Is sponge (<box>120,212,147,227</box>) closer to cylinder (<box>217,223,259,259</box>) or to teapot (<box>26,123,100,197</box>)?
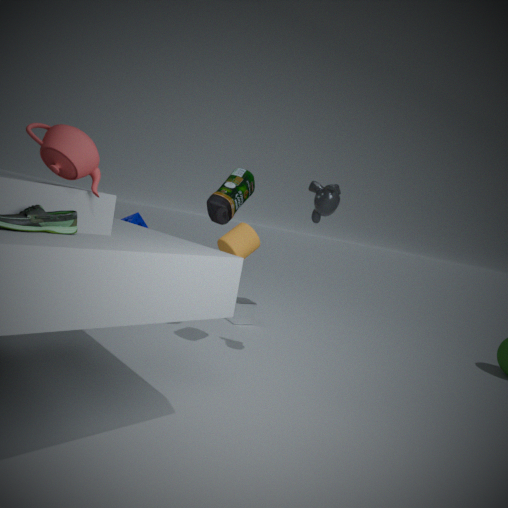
cylinder (<box>217,223,259,259</box>)
